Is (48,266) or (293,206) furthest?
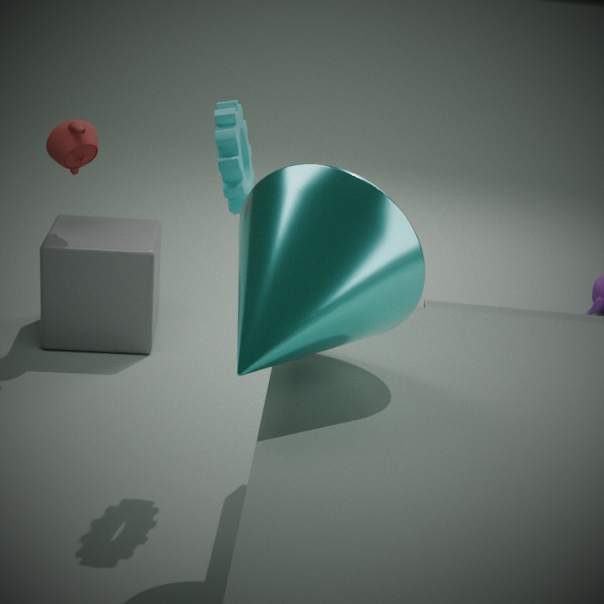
(48,266)
